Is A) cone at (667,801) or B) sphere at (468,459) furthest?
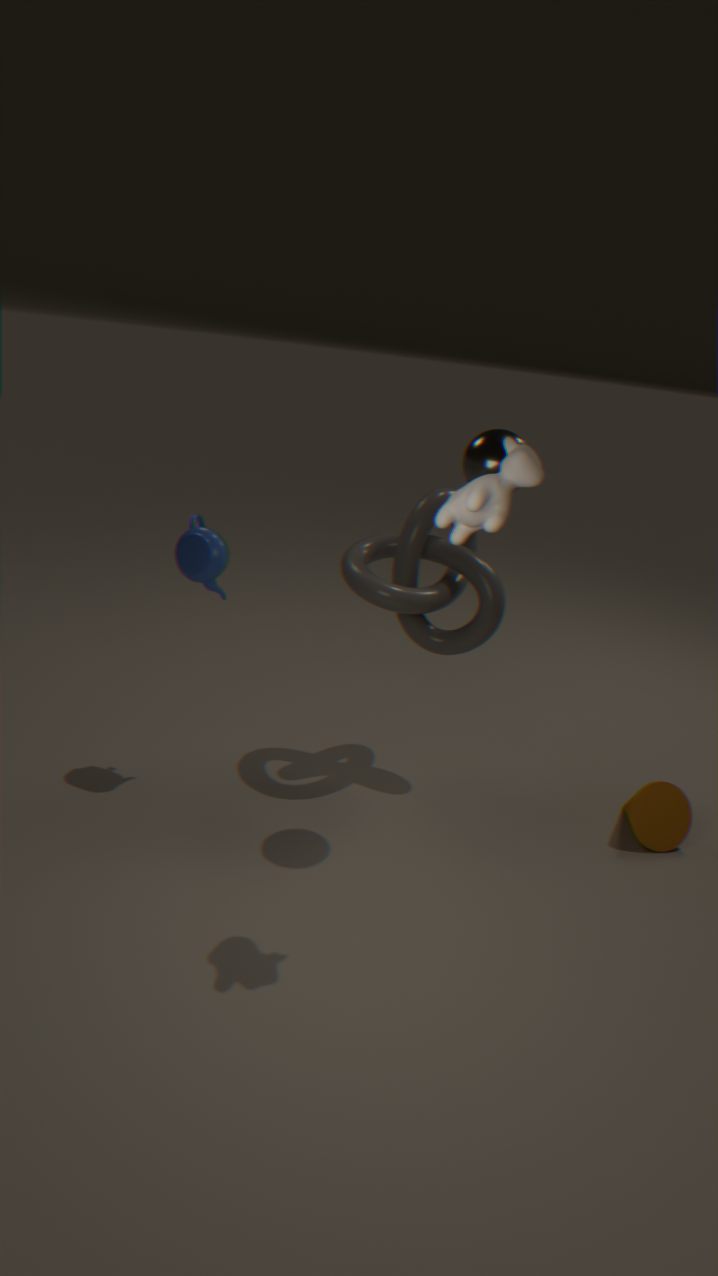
A. cone at (667,801)
